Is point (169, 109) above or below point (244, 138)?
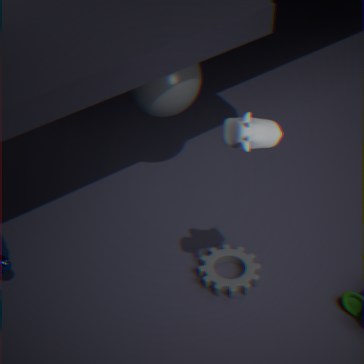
below
